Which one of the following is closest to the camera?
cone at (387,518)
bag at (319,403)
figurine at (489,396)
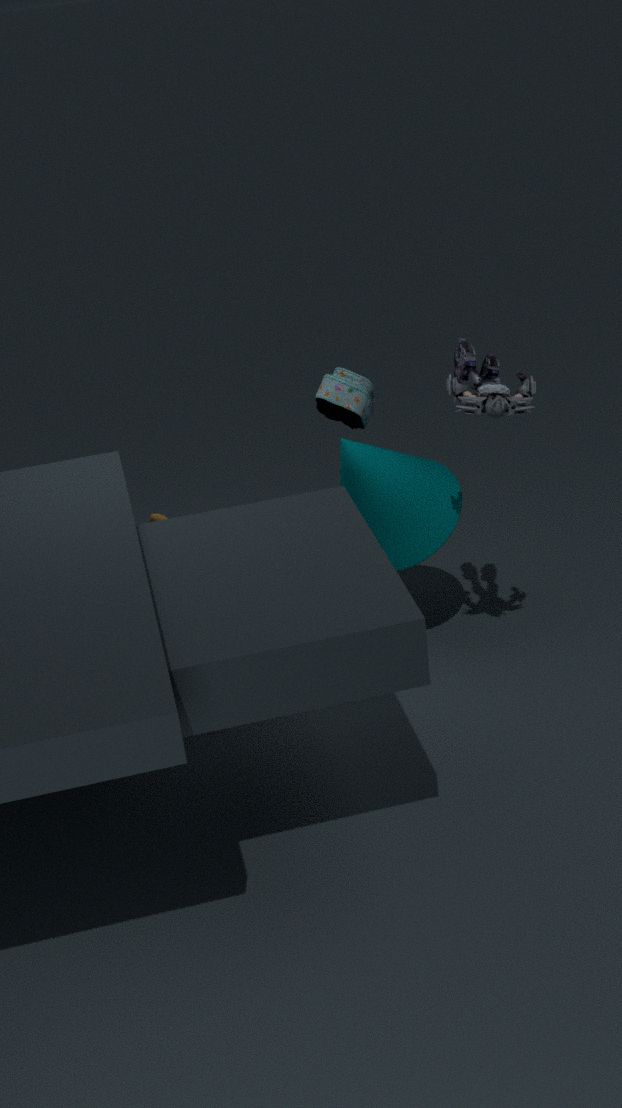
figurine at (489,396)
